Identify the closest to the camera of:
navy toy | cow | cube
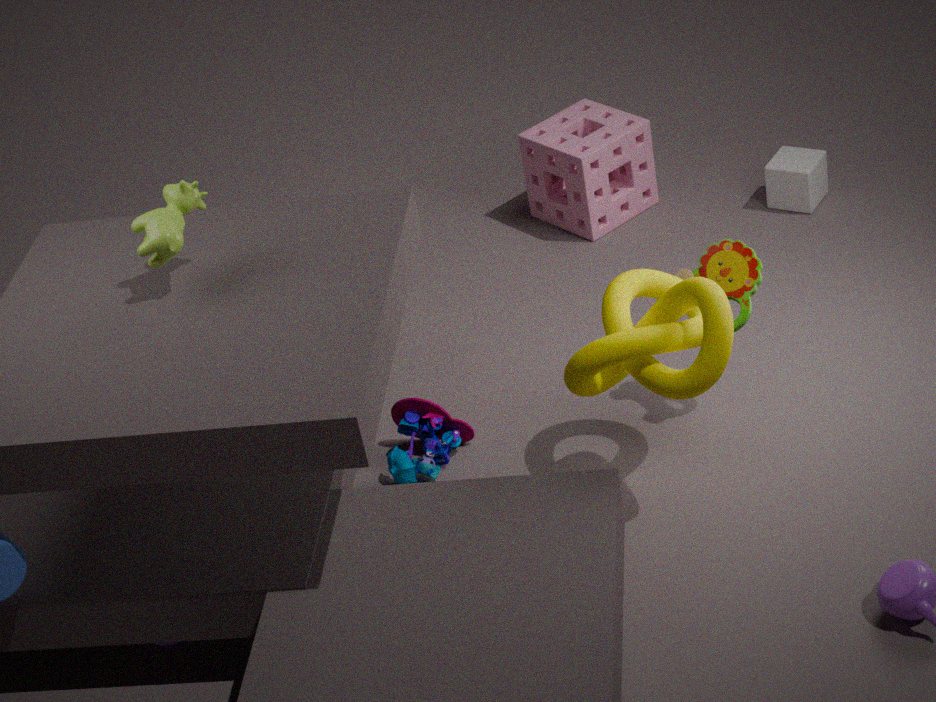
cow
